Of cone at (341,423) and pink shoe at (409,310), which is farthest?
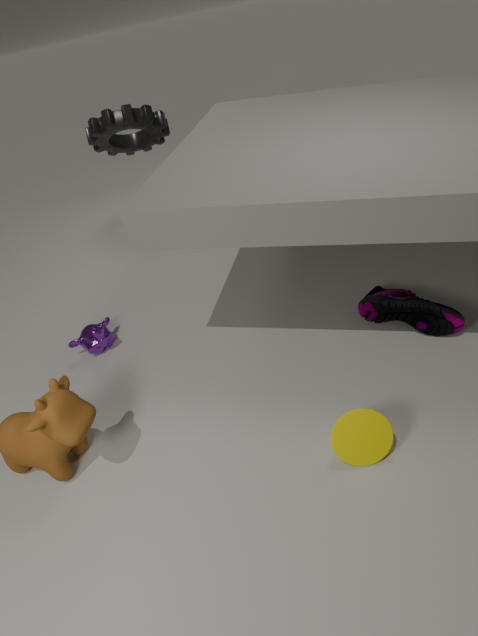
pink shoe at (409,310)
